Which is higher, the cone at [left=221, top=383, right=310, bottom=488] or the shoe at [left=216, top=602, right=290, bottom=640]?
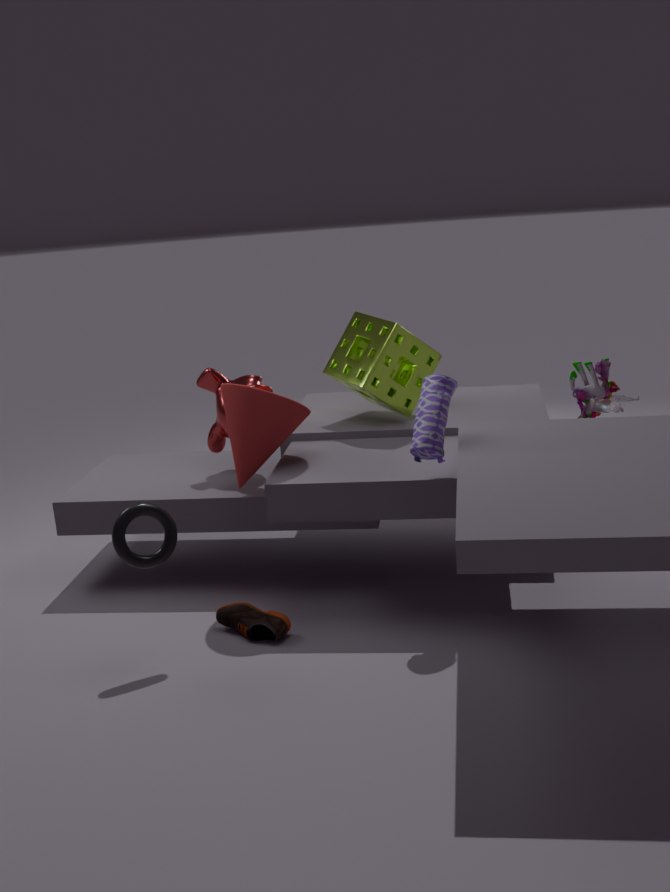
the cone at [left=221, top=383, right=310, bottom=488]
